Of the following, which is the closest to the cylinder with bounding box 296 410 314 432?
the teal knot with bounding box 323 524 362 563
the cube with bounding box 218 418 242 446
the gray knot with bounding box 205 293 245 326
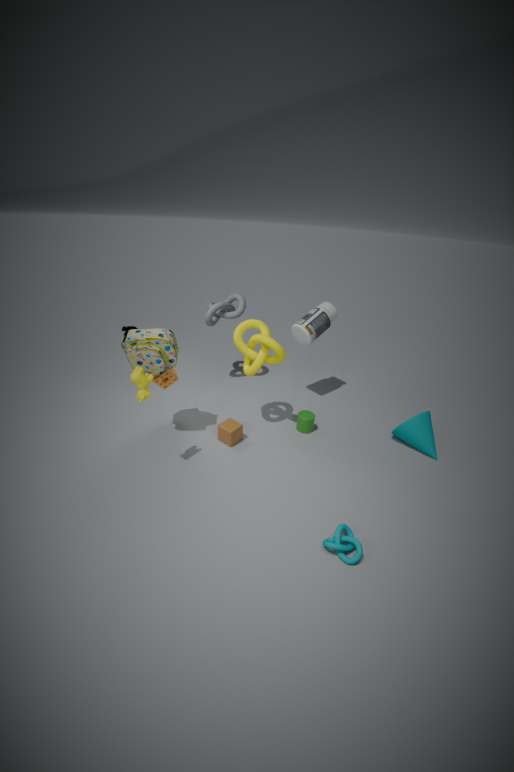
the cube with bounding box 218 418 242 446
